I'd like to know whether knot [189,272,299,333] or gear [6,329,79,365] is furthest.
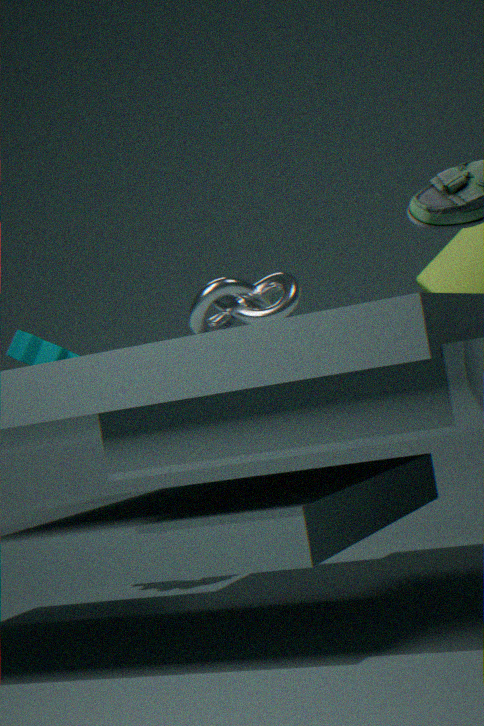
gear [6,329,79,365]
